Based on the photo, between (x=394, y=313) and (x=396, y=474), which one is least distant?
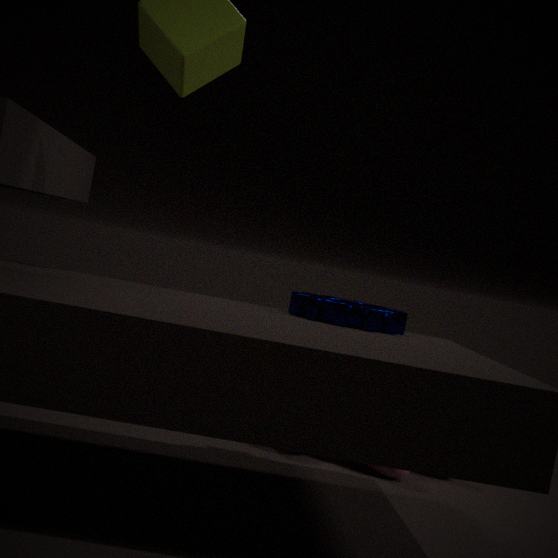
(x=394, y=313)
